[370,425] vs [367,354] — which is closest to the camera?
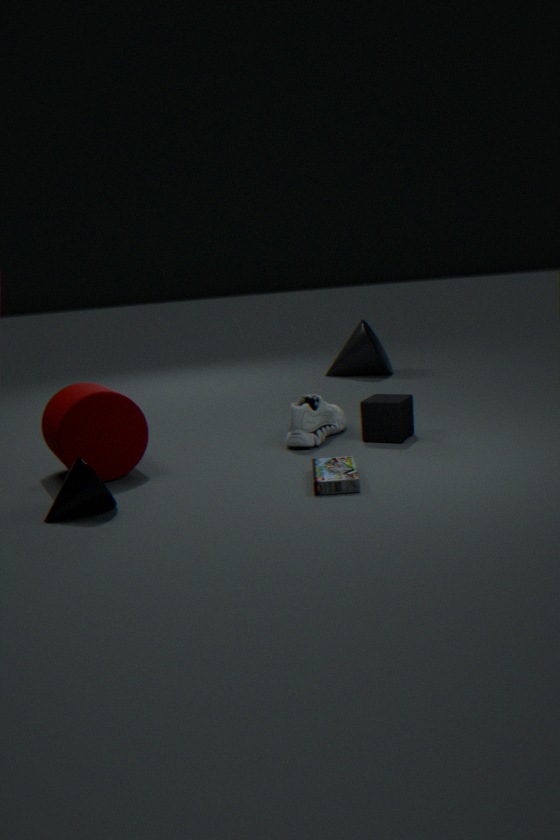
[370,425]
